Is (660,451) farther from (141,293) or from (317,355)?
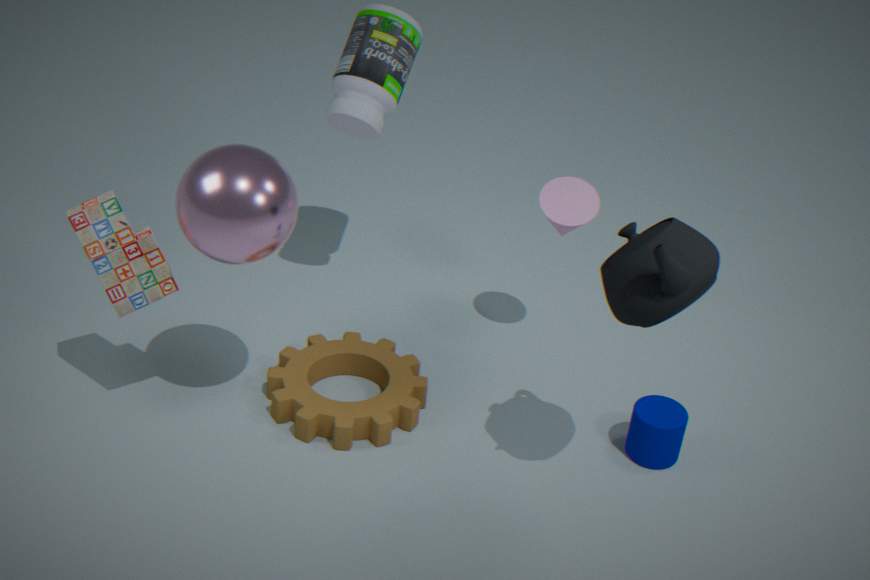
(141,293)
